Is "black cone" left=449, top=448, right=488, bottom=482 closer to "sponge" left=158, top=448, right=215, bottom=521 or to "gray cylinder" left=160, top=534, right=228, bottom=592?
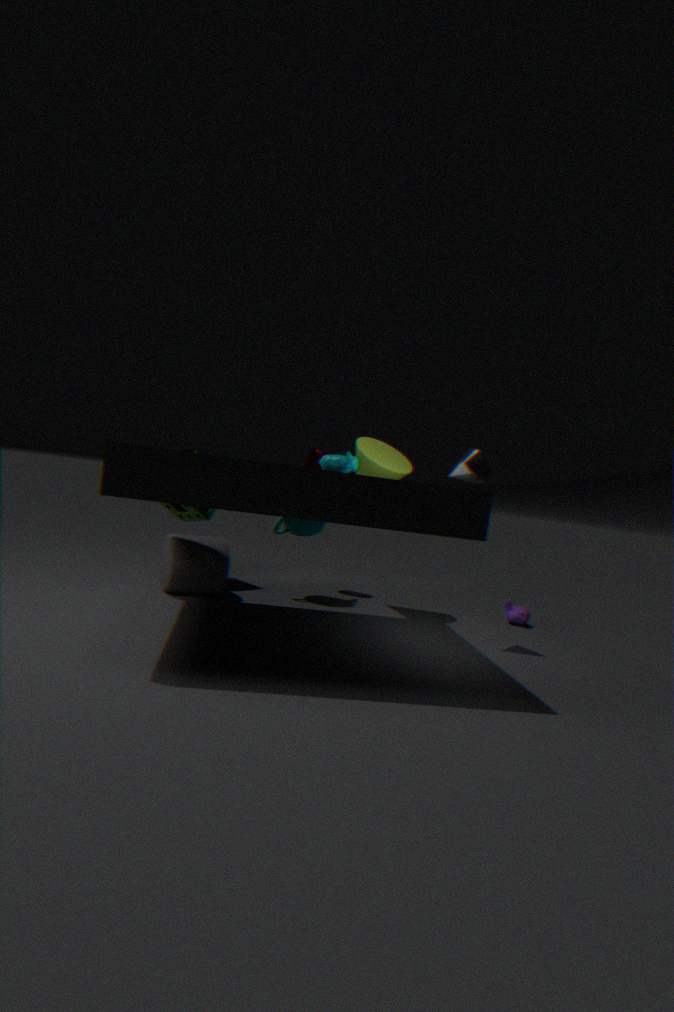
"gray cylinder" left=160, top=534, right=228, bottom=592
